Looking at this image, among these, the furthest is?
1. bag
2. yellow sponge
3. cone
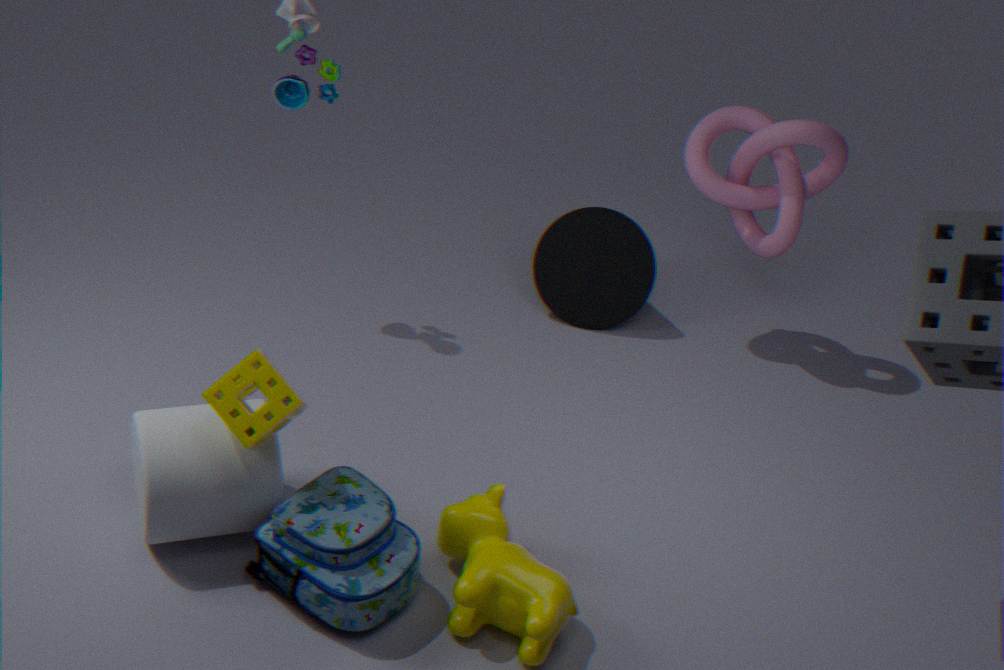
cone
